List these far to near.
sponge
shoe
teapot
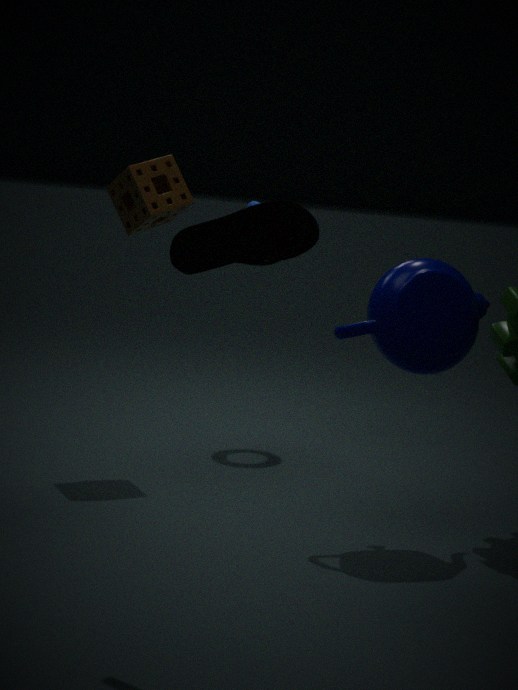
1. sponge
2. teapot
3. shoe
